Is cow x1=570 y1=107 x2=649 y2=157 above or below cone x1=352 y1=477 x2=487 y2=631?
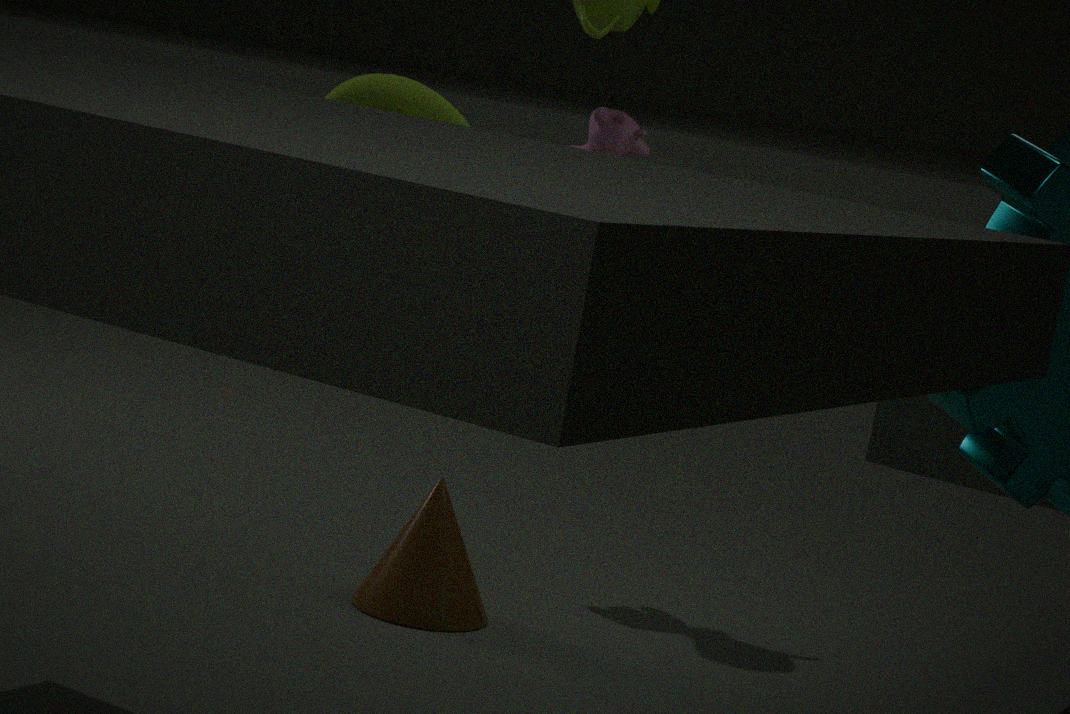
above
